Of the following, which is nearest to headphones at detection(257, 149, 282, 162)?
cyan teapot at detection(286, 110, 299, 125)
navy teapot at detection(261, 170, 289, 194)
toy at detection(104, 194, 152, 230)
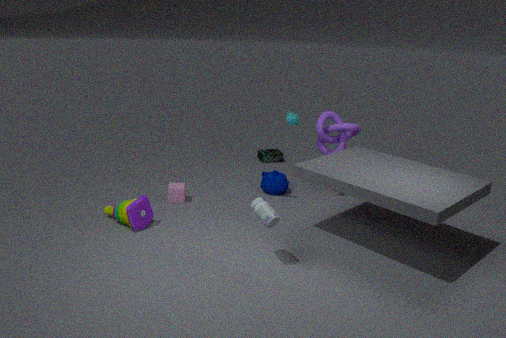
cyan teapot at detection(286, 110, 299, 125)
